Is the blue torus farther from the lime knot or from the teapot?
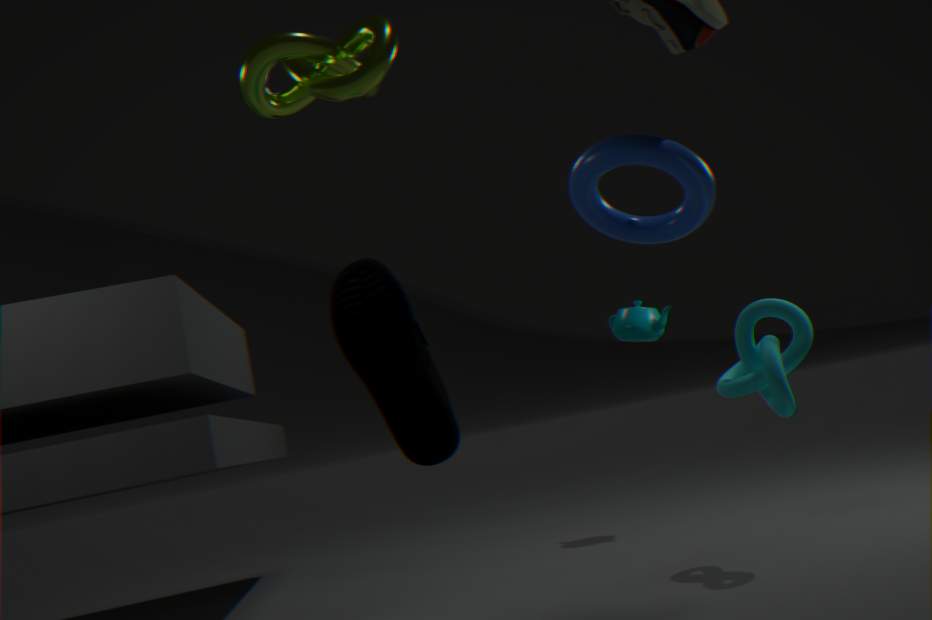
the teapot
